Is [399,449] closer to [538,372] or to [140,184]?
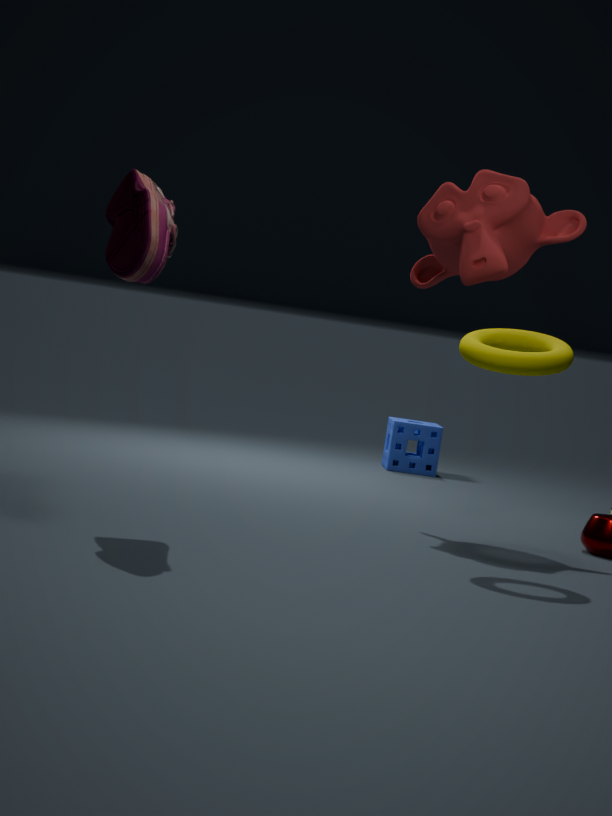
[538,372]
